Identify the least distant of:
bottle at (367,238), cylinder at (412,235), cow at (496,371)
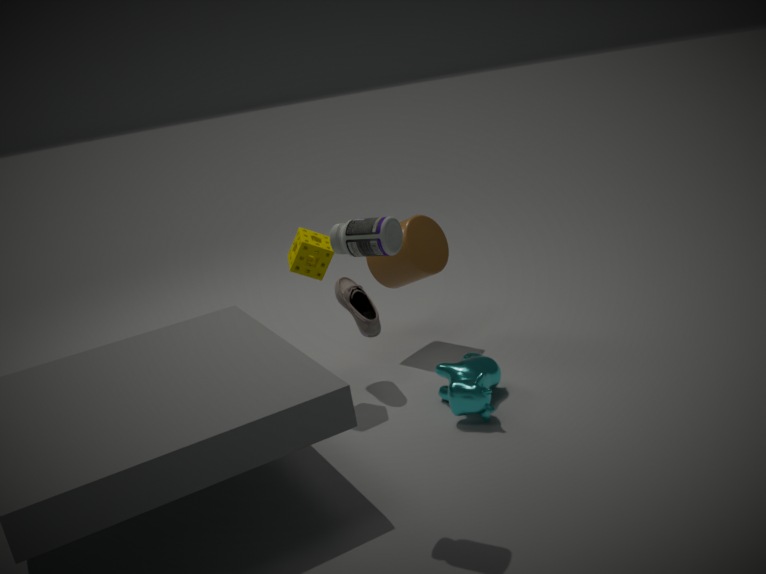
bottle at (367,238)
